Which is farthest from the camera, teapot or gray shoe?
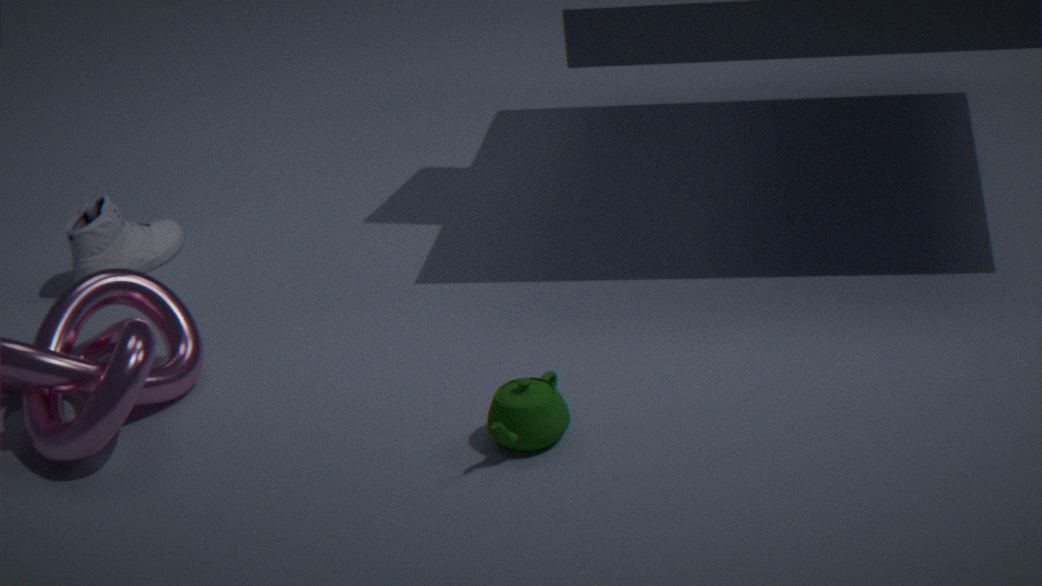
gray shoe
